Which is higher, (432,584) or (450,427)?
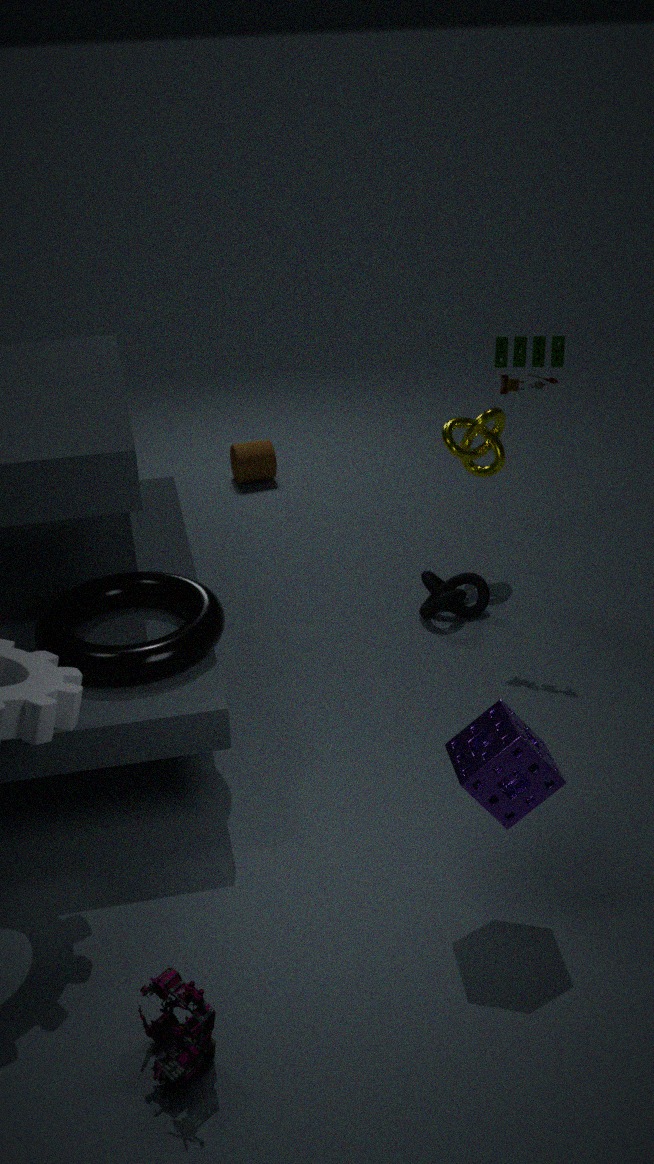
(450,427)
